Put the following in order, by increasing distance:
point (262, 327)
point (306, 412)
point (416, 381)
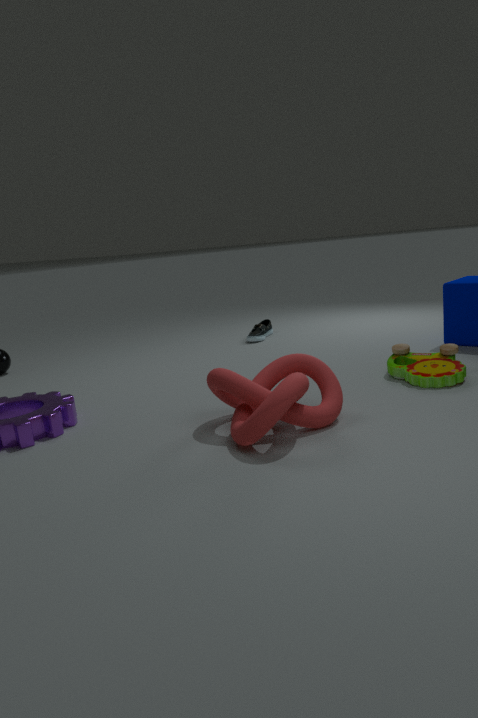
point (306, 412) < point (416, 381) < point (262, 327)
